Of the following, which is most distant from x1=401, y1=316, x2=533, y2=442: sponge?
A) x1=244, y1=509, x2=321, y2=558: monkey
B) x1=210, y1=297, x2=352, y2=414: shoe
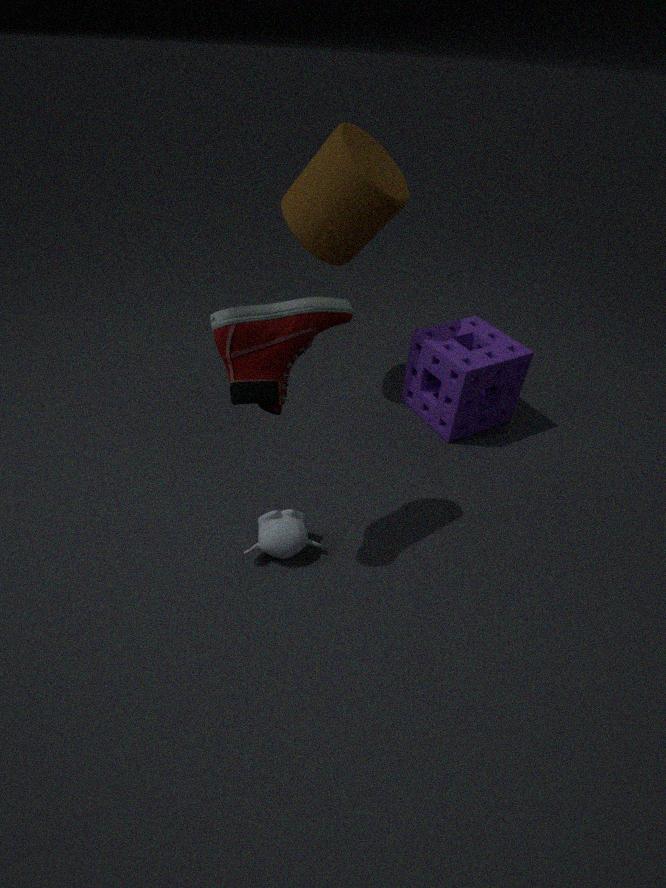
x1=244, y1=509, x2=321, y2=558: monkey
